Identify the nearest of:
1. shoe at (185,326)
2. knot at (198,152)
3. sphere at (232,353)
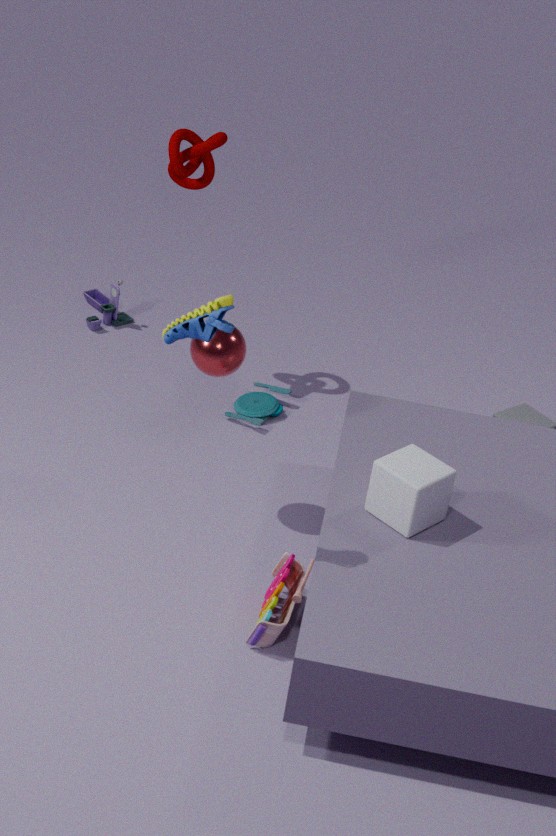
shoe at (185,326)
